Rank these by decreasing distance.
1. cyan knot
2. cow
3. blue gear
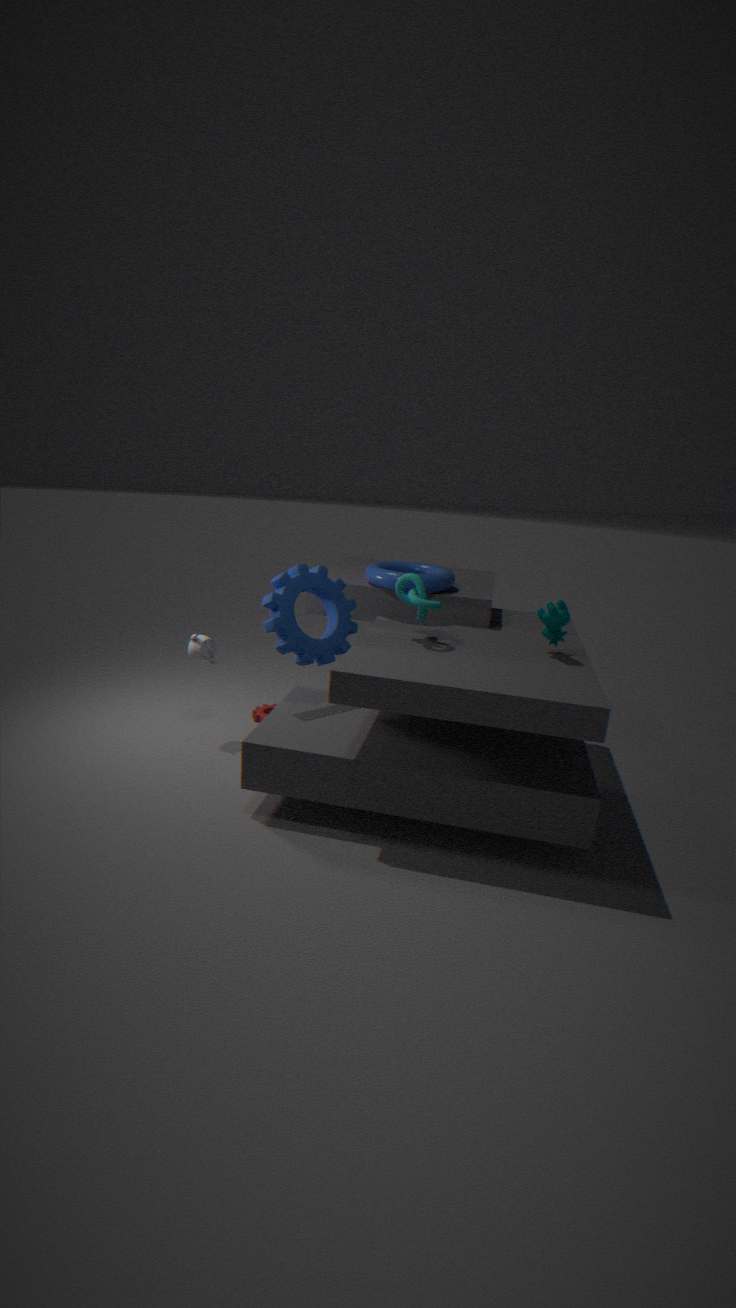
blue gear < cyan knot < cow
